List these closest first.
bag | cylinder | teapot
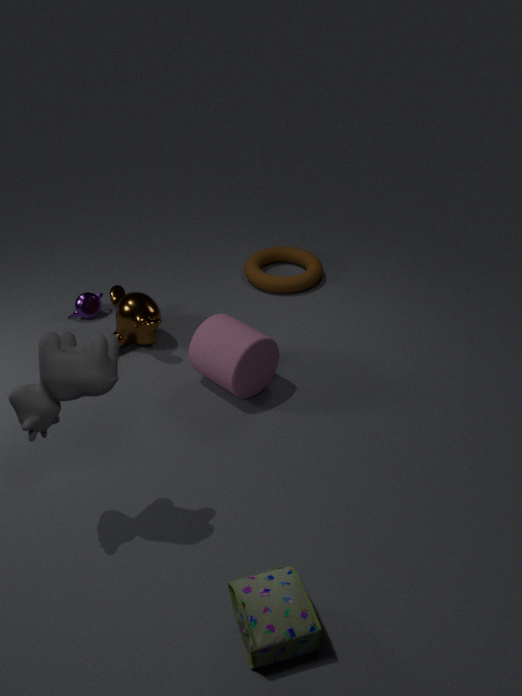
bag < cylinder < teapot
